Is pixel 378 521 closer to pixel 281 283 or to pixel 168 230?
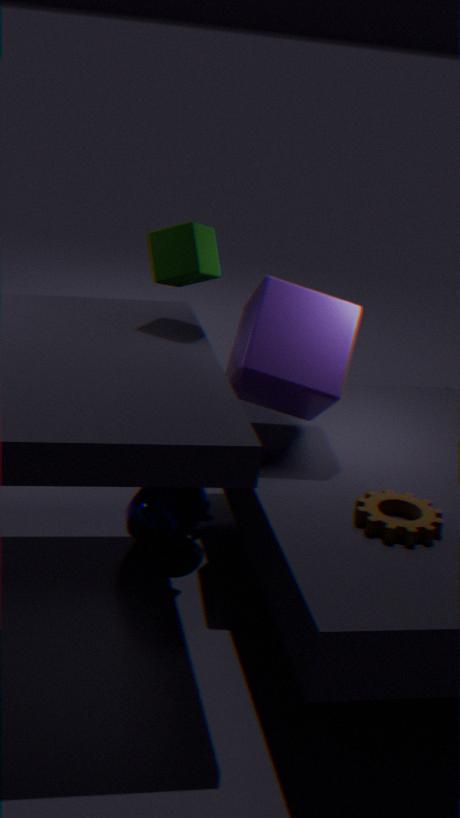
pixel 281 283
